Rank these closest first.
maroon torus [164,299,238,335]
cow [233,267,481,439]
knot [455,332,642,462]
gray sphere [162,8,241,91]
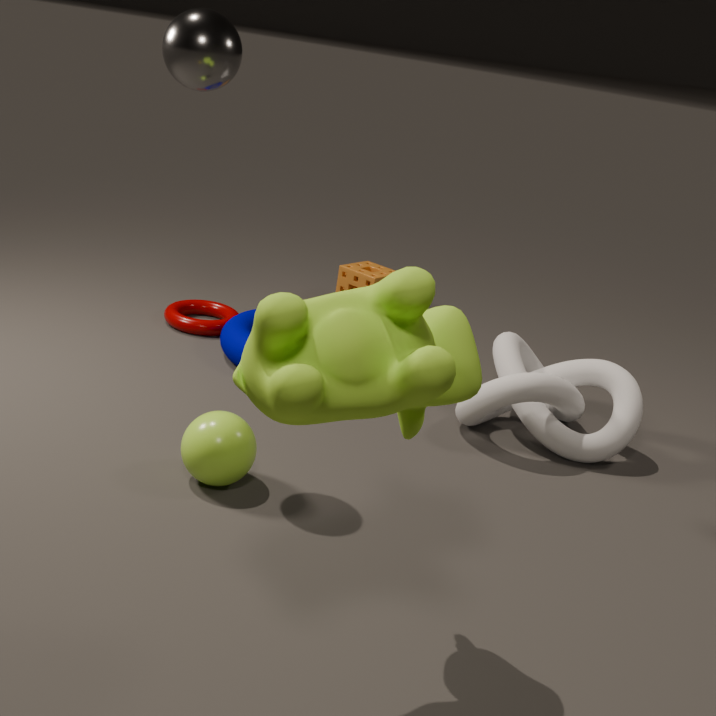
cow [233,267,481,439]
gray sphere [162,8,241,91]
knot [455,332,642,462]
maroon torus [164,299,238,335]
